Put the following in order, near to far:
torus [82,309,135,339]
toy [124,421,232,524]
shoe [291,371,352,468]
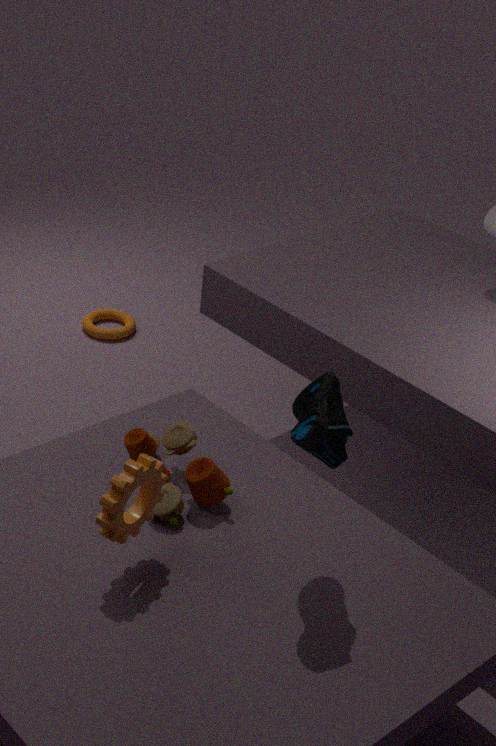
shoe [291,371,352,468] → toy [124,421,232,524] → torus [82,309,135,339]
